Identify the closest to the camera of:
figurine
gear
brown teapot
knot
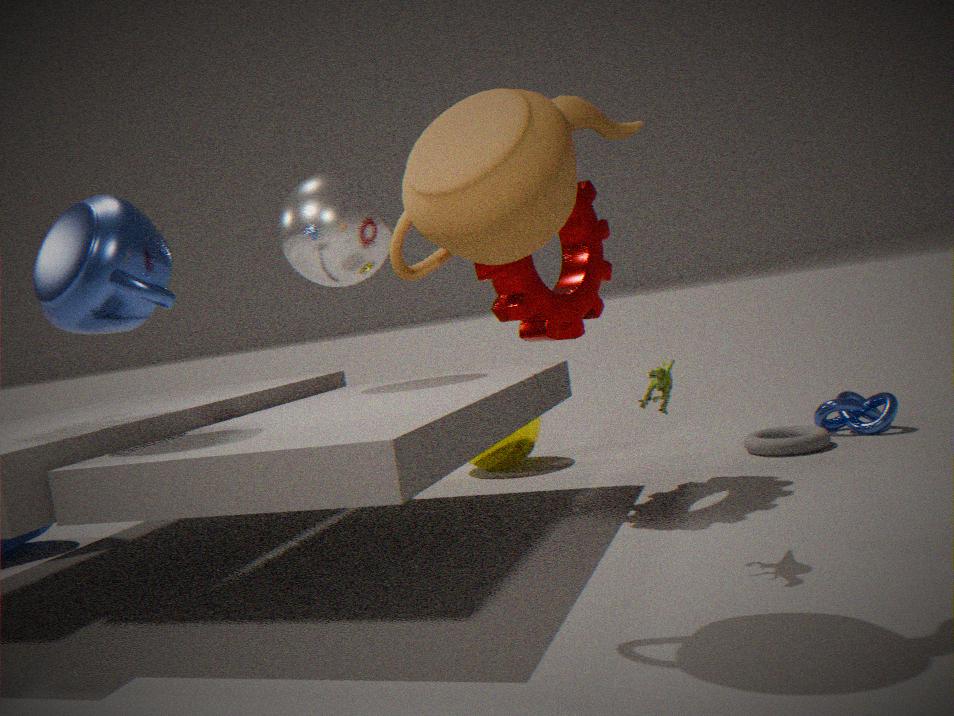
brown teapot
